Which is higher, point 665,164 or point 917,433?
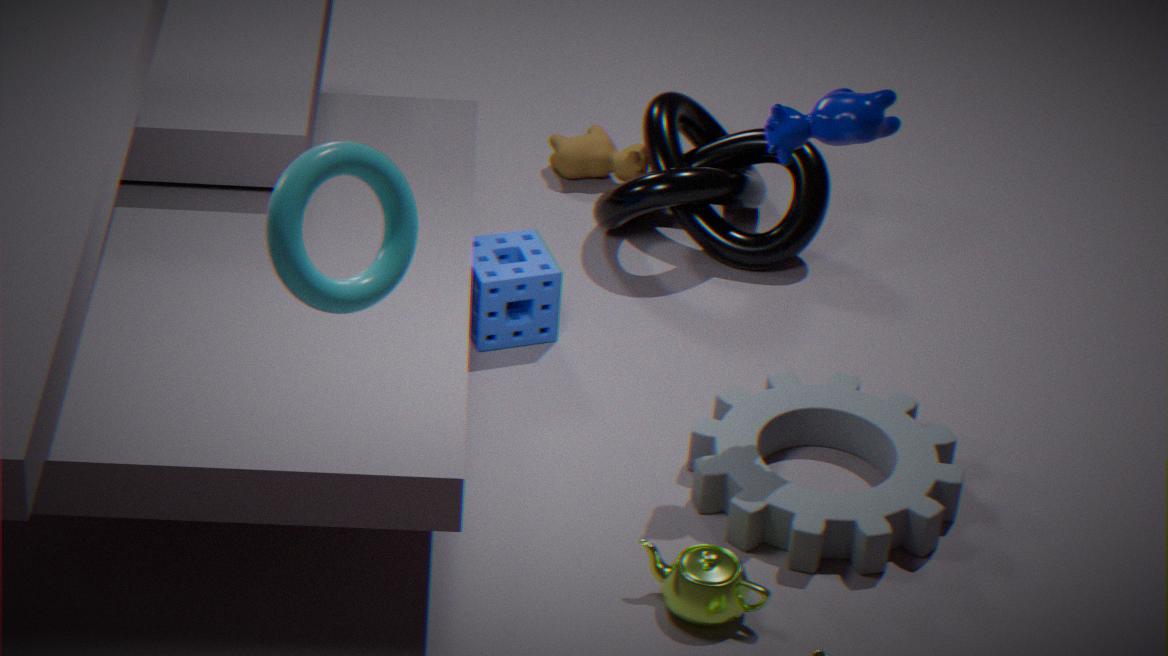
point 665,164
